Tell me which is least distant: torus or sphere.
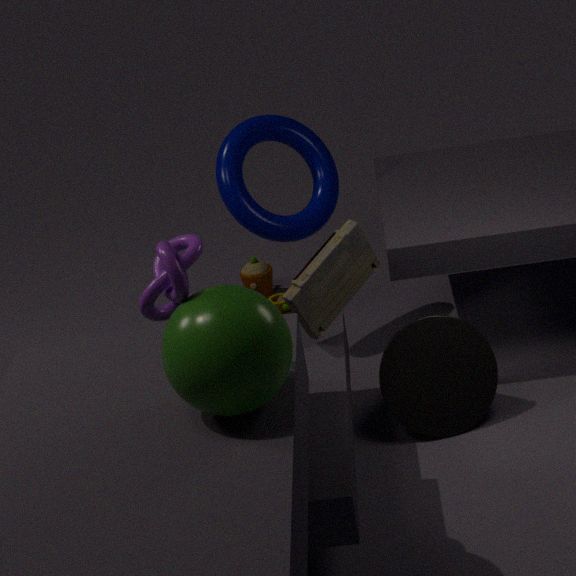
sphere
